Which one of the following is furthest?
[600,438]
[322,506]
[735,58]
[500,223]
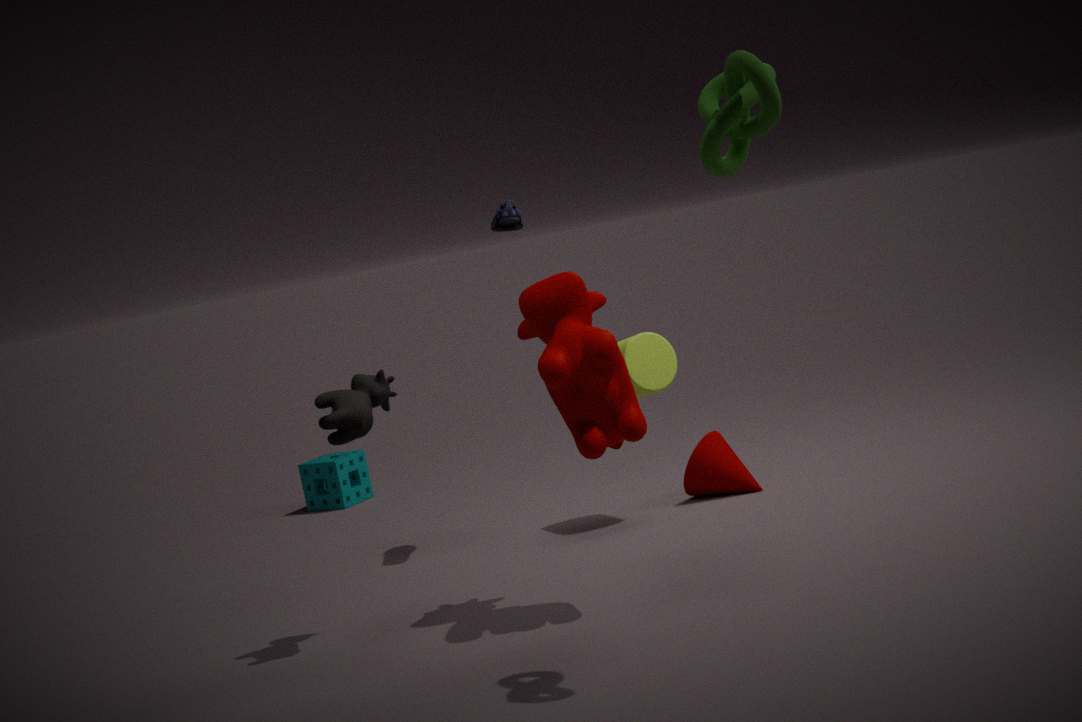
[322,506]
